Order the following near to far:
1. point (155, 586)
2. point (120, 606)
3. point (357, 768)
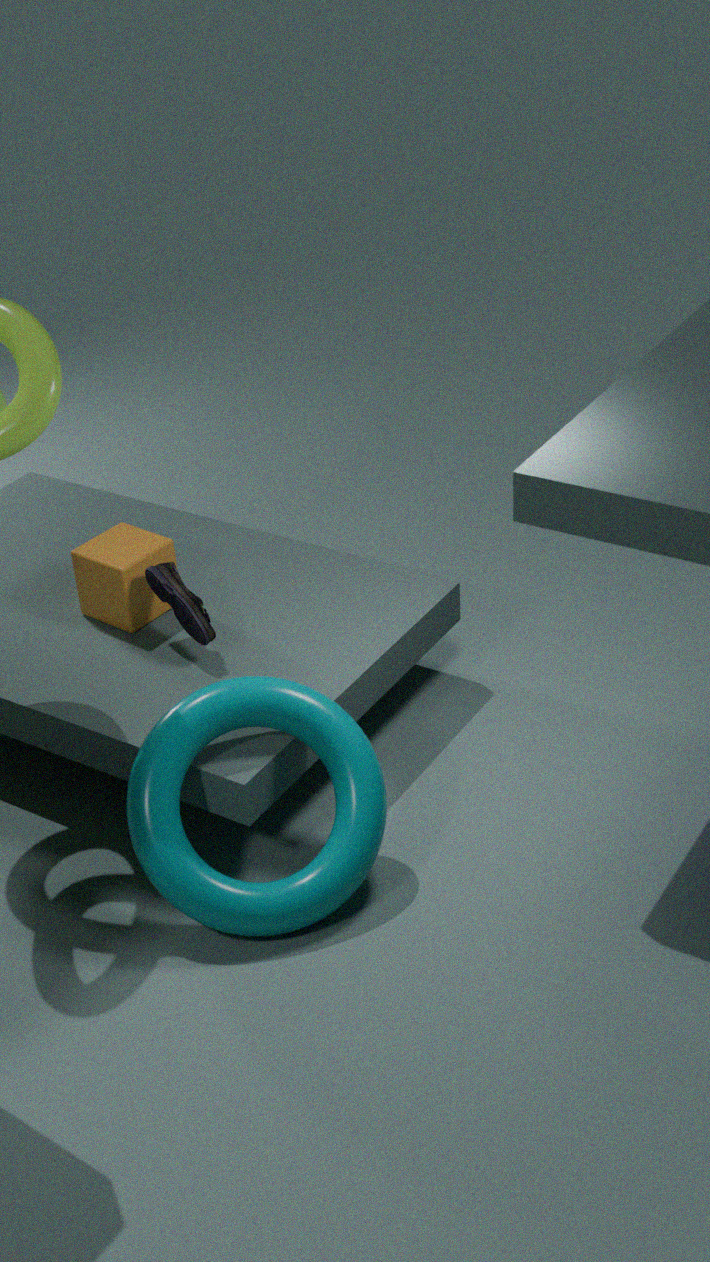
point (357, 768) < point (155, 586) < point (120, 606)
